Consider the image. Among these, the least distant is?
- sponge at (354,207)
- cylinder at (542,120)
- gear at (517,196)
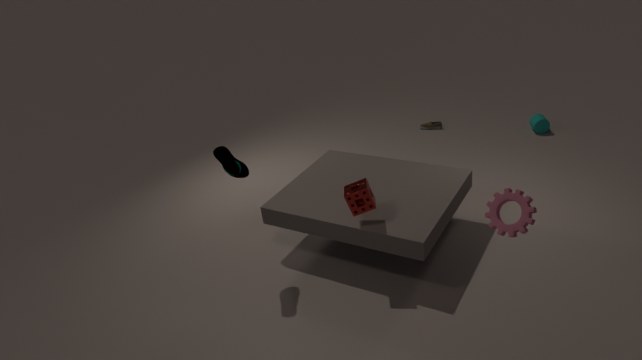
gear at (517,196)
